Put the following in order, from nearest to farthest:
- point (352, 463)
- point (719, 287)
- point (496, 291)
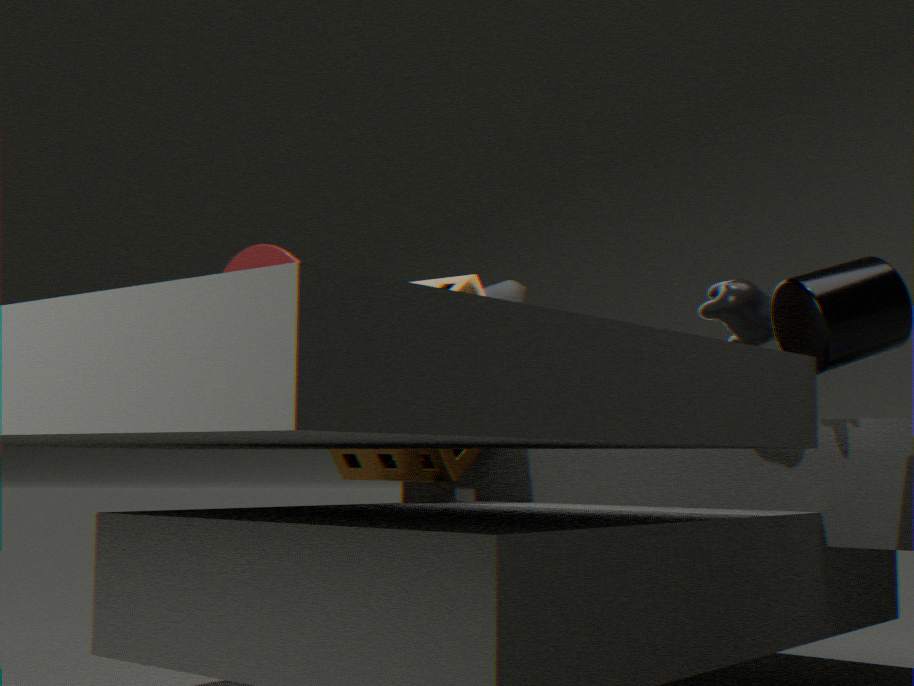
point (719, 287) < point (352, 463) < point (496, 291)
